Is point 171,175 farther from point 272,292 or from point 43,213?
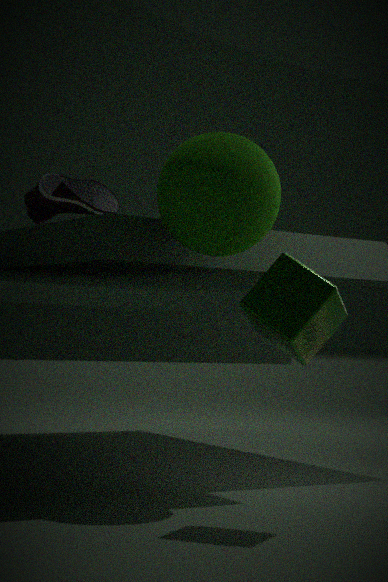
point 43,213
